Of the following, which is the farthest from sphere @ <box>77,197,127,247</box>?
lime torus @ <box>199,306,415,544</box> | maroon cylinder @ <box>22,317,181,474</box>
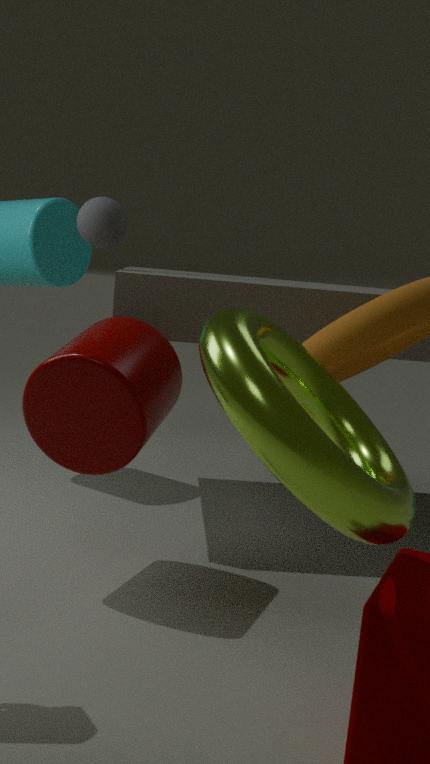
lime torus @ <box>199,306,415,544</box>
